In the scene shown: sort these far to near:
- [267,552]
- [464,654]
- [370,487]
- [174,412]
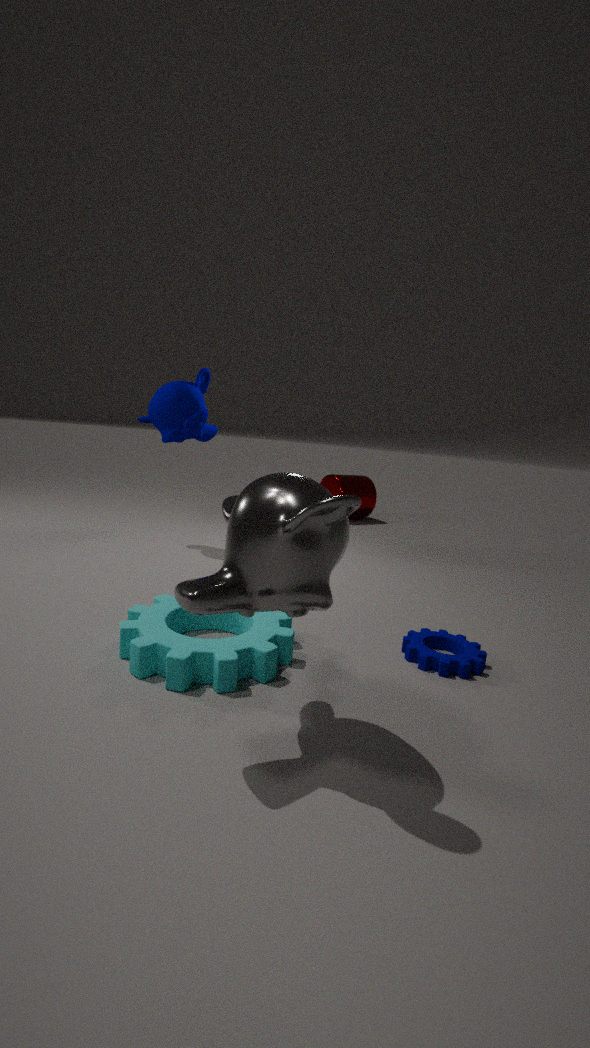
[370,487]
[174,412]
[464,654]
[267,552]
